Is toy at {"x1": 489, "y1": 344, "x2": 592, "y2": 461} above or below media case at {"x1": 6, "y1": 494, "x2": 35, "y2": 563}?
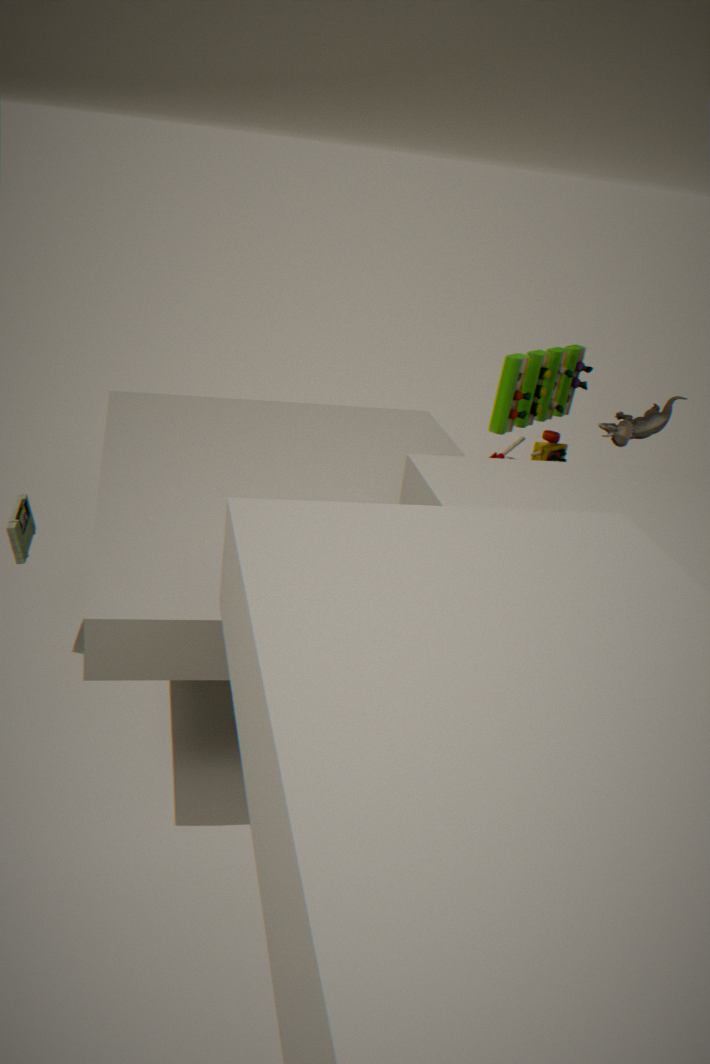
above
